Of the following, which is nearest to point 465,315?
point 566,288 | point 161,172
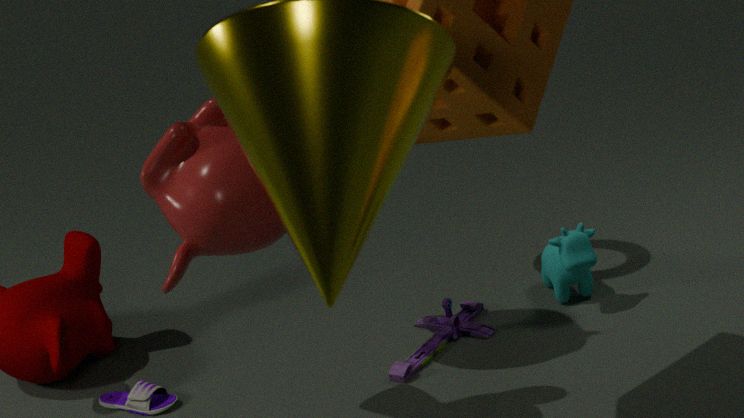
point 566,288
